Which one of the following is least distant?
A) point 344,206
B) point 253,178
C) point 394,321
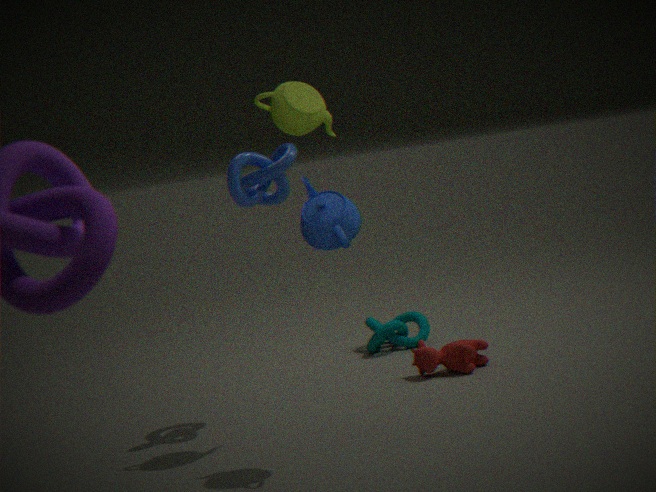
point 344,206
